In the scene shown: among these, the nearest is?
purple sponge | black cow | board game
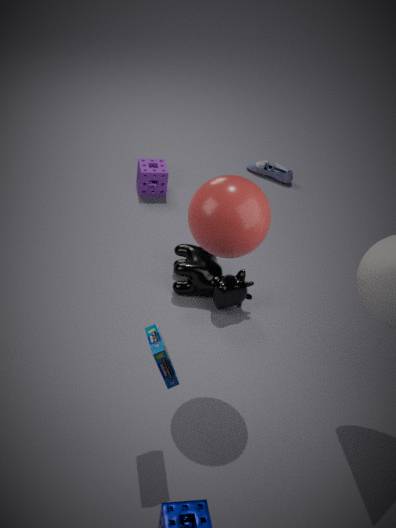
board game
